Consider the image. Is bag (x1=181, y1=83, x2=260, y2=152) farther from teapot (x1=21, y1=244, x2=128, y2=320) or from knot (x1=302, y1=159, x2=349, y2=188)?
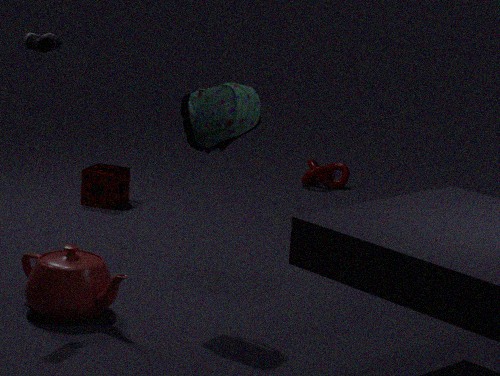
knot (x1=302, y1=159, x2=349, y2=188)
